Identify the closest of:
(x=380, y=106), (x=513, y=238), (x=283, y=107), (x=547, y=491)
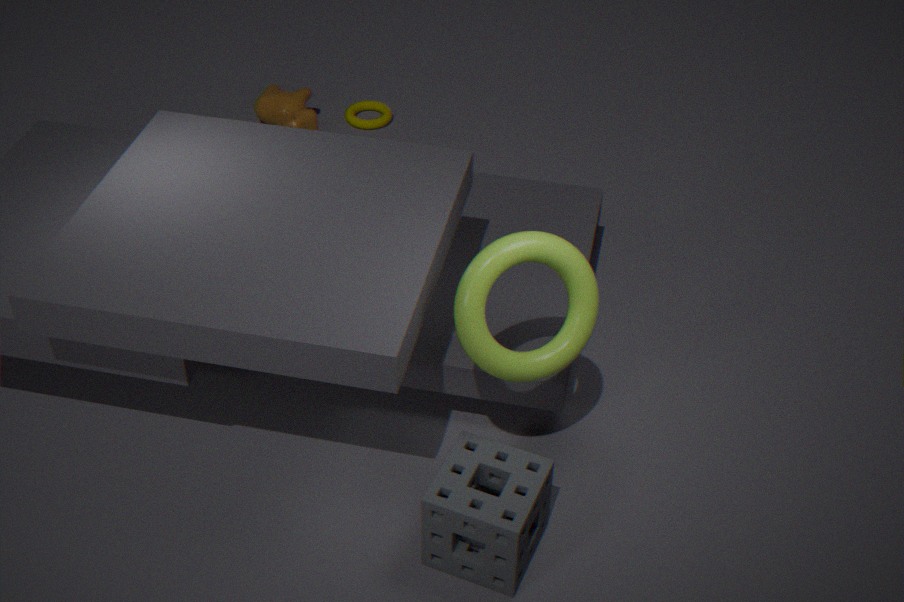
(x=513, y=238)
